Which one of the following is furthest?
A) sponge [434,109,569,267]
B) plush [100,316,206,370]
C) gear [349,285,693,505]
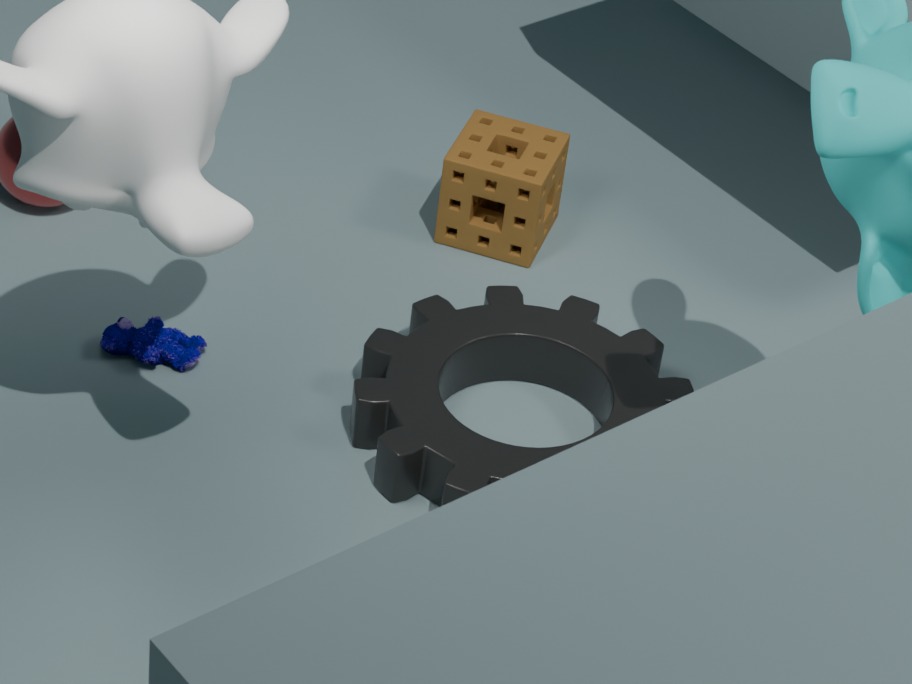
sponge [434,109,569,267]
